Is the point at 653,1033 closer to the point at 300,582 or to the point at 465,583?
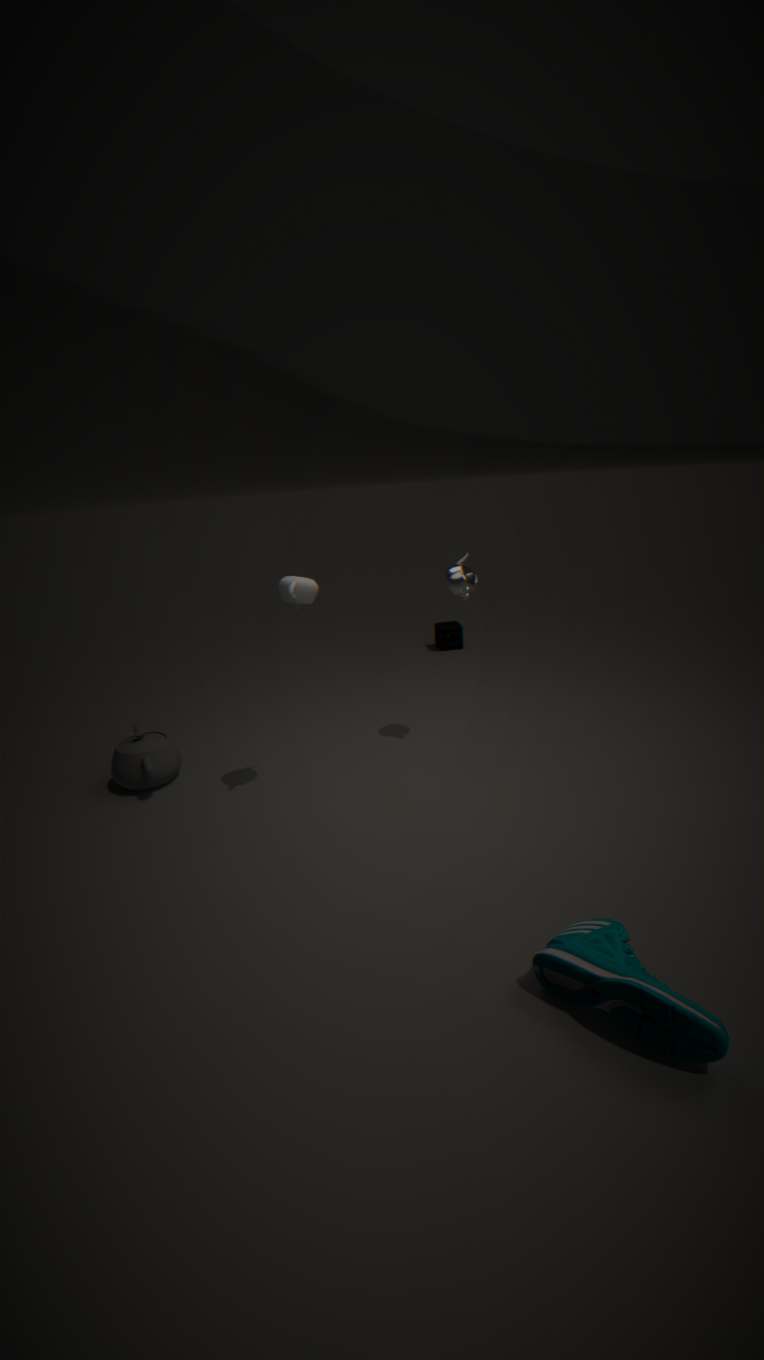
the point at 300,582
